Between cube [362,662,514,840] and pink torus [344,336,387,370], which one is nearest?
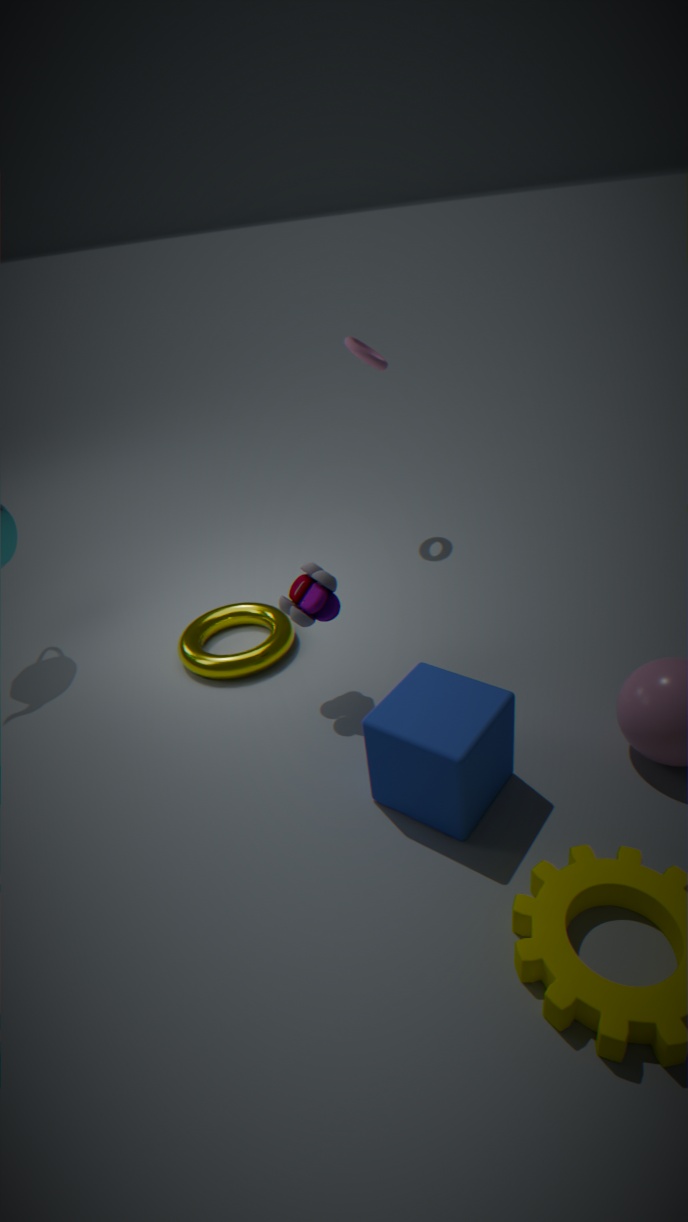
cube [362,662,514,840]
